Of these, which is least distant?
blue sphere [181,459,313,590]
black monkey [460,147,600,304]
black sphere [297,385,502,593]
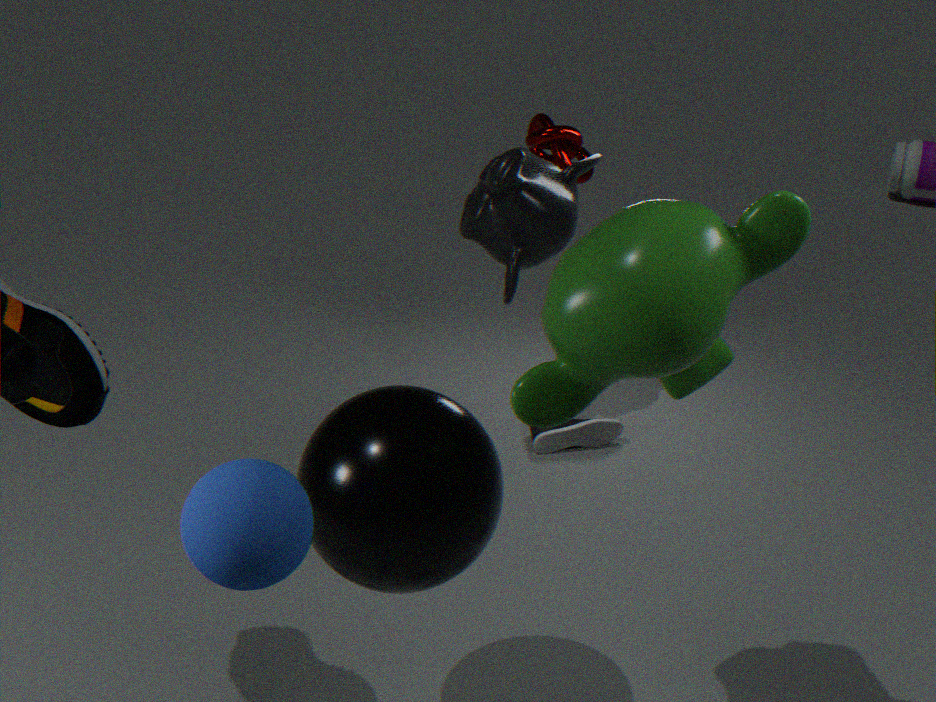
blue sphere [181,459,313,590]
